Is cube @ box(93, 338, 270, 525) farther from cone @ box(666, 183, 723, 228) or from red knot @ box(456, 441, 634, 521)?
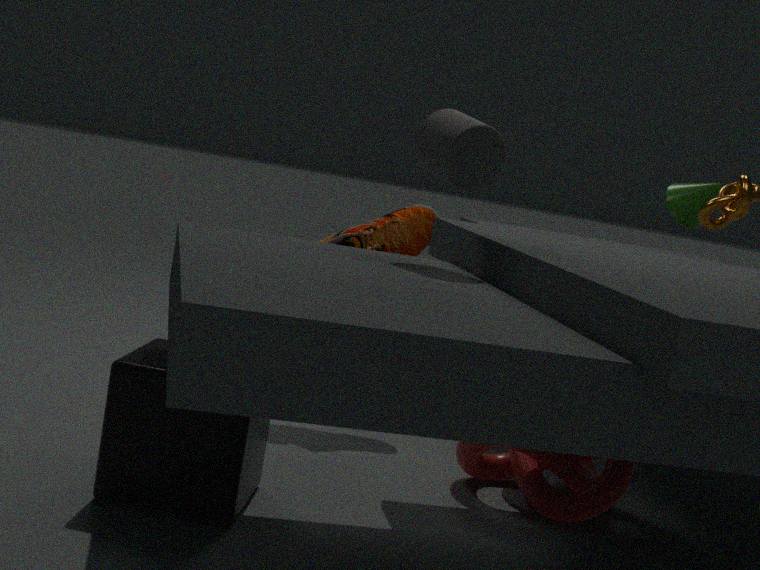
cone @ box(666, 183, 723, 228)
